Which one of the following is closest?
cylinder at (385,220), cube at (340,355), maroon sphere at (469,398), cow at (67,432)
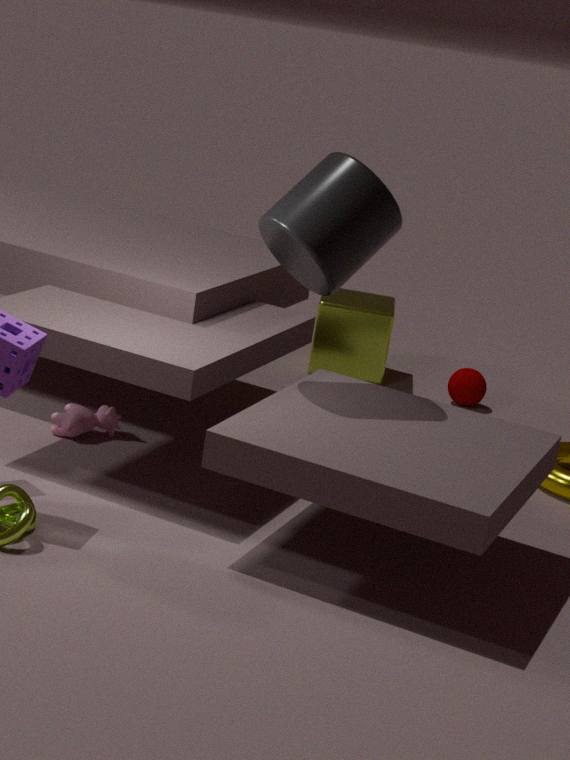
cylinder at (385,220)
